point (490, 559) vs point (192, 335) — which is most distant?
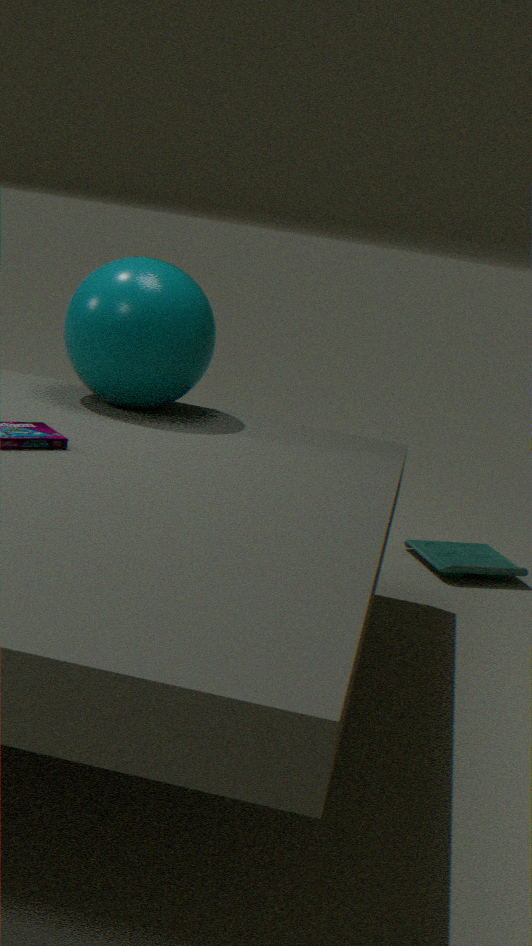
point (490, 559)
